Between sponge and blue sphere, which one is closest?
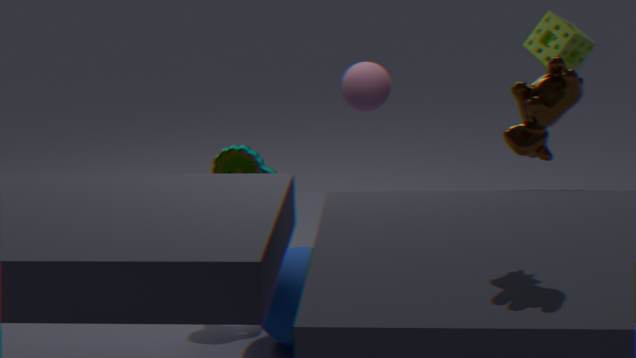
blue sphere
